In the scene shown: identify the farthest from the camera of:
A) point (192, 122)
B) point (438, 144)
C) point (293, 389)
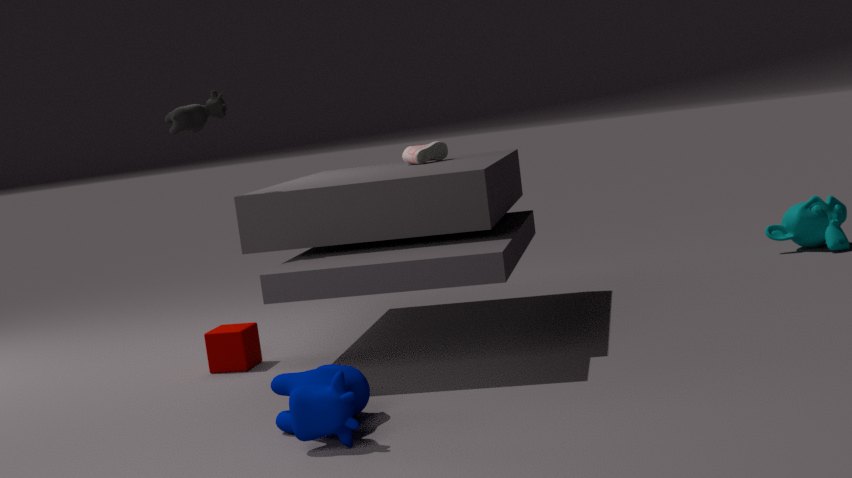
point (438, 144)
